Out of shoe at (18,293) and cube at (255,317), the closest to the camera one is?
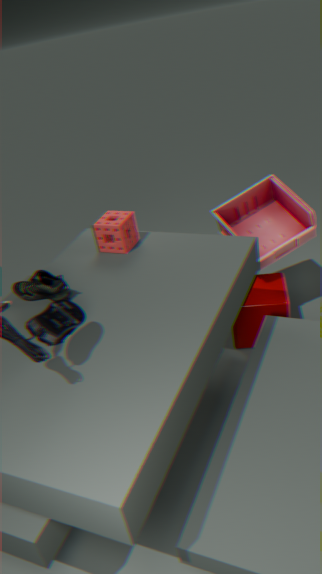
shoe at (18,293)
